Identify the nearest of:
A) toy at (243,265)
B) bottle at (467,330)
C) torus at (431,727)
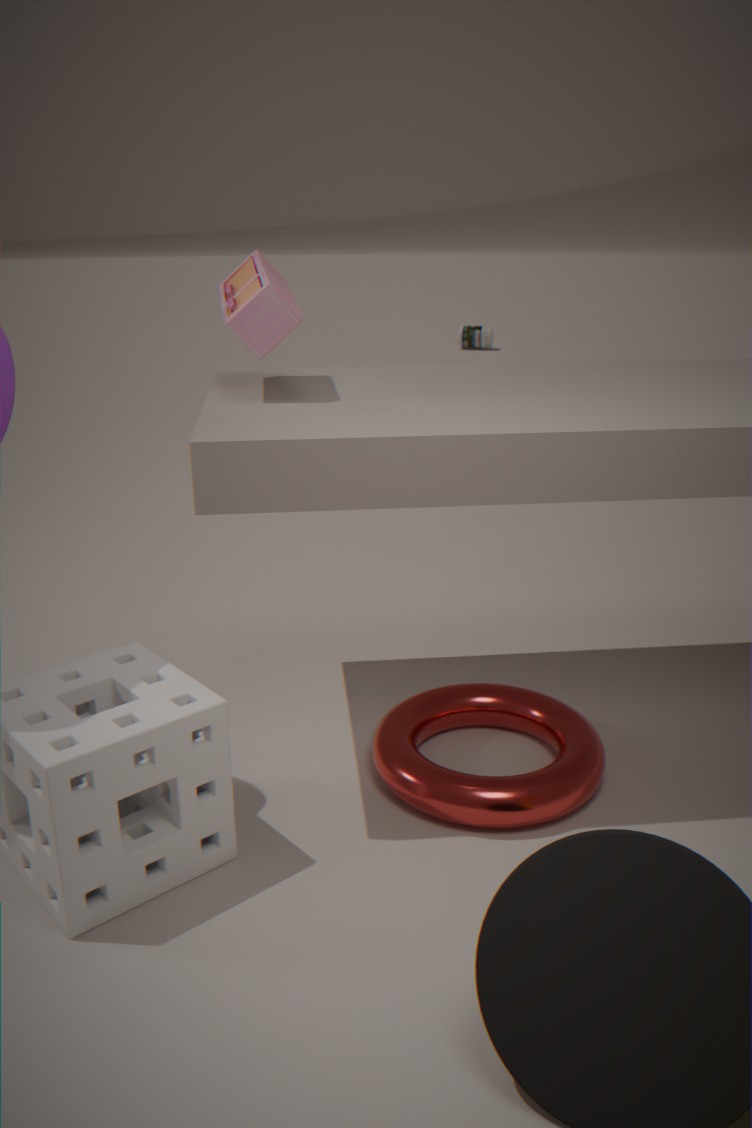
torus at (431,727)
